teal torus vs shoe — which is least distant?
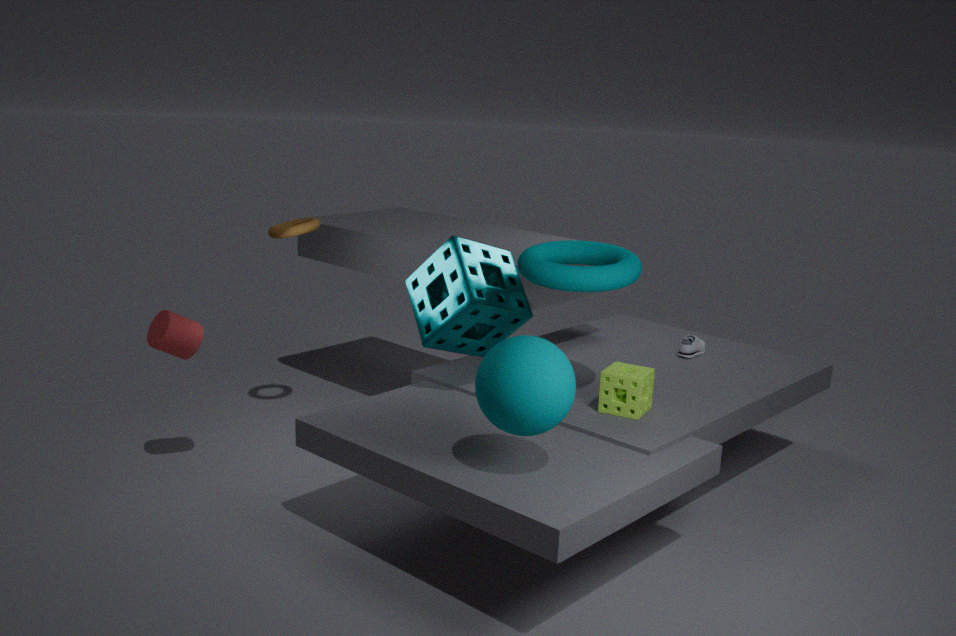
teal torus
